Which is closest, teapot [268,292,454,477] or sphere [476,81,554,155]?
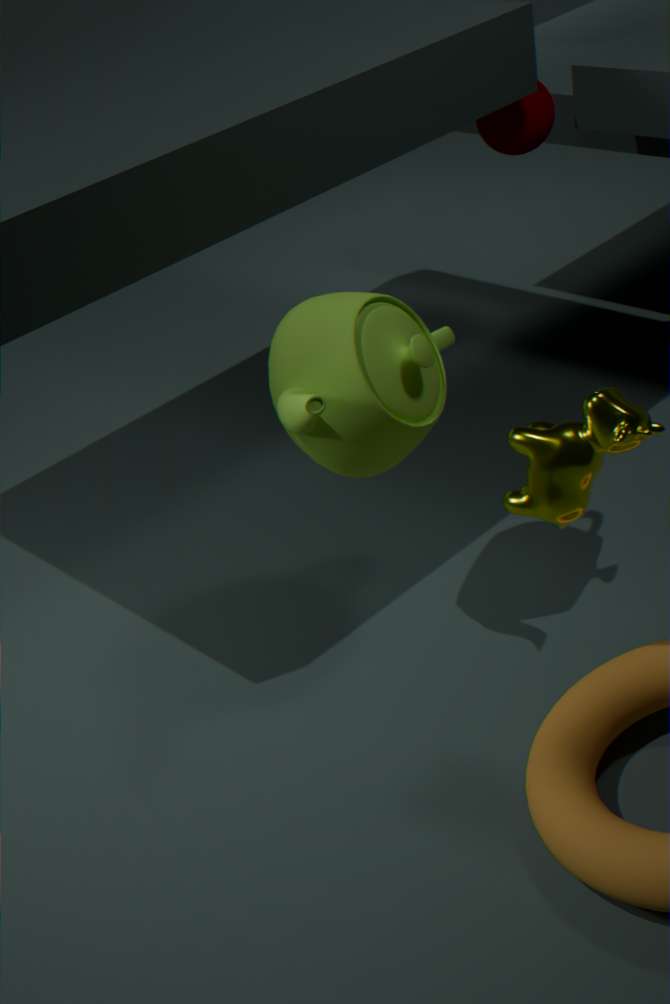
teapot [268,292,454,477]
